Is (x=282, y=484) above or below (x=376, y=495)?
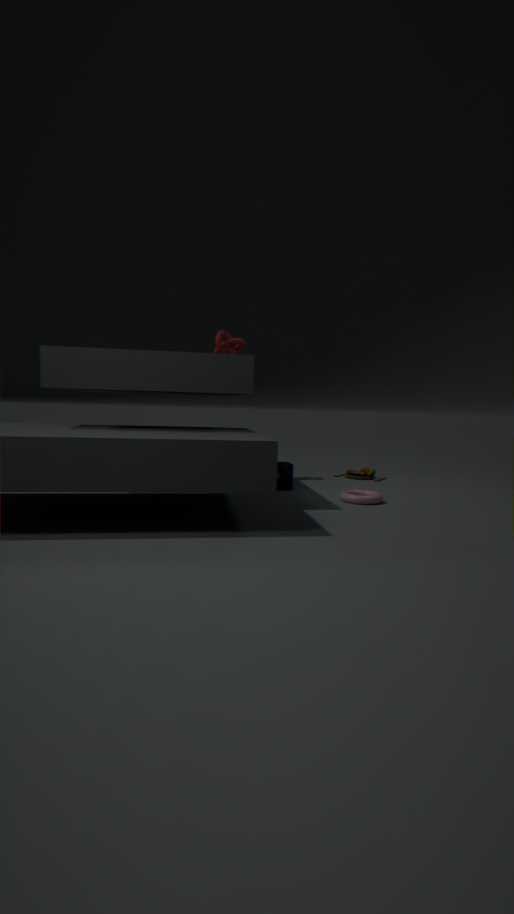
above
